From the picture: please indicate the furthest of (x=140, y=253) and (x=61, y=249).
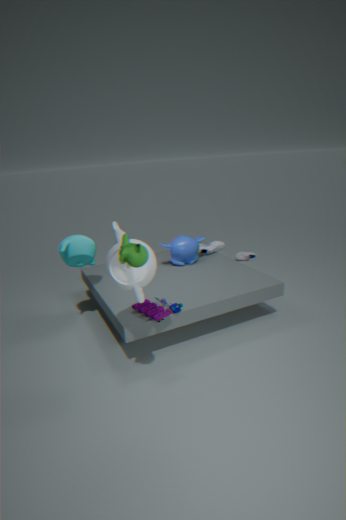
(x=61, y=249)
